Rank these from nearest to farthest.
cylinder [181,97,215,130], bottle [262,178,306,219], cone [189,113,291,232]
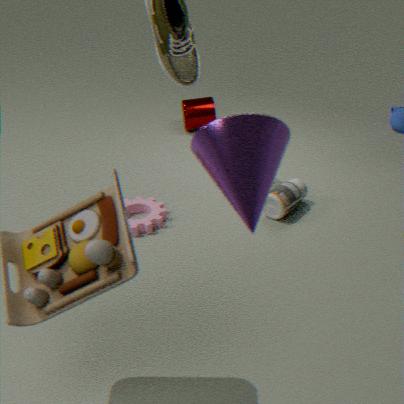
cone [189,113,291,232], bottle [262,178,306,219], cylinder [181,97,215,130]
